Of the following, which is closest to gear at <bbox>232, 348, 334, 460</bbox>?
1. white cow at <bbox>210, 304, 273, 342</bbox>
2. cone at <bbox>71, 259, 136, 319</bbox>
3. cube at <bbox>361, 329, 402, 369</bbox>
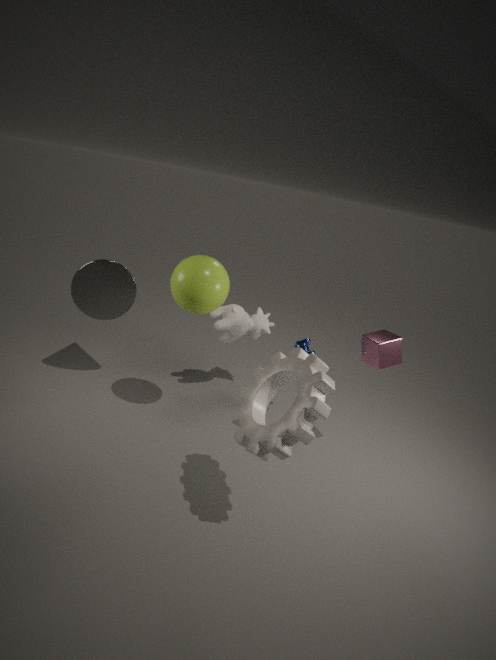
cube at <bbox>361, 329, 402, 369</bbox>
